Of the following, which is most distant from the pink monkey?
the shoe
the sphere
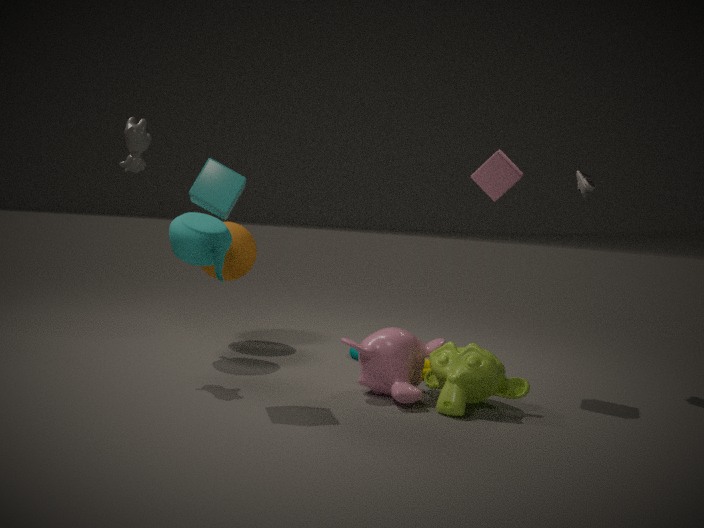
the shoe
